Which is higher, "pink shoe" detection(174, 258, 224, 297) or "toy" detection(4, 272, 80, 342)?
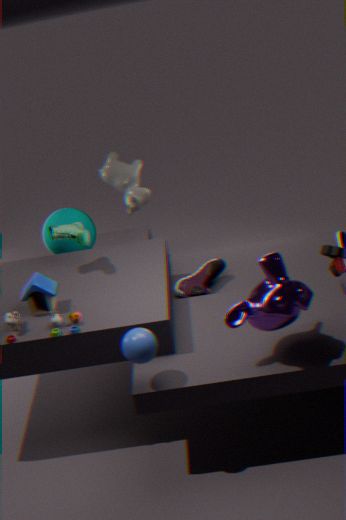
"toy" detection(4, 272, 80, 342)
